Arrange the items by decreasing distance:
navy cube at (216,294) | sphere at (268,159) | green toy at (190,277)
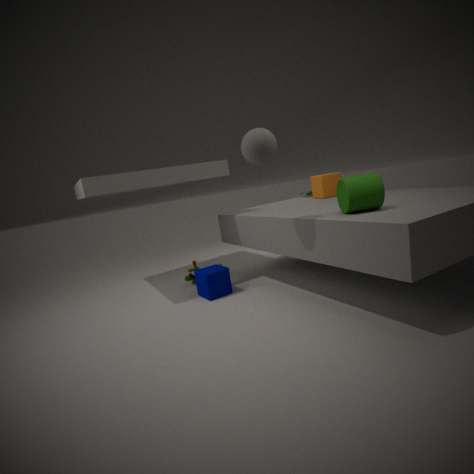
1. green toy at (190,277)
2. navy cube at (216,294)
3. sphere at (268,159)
